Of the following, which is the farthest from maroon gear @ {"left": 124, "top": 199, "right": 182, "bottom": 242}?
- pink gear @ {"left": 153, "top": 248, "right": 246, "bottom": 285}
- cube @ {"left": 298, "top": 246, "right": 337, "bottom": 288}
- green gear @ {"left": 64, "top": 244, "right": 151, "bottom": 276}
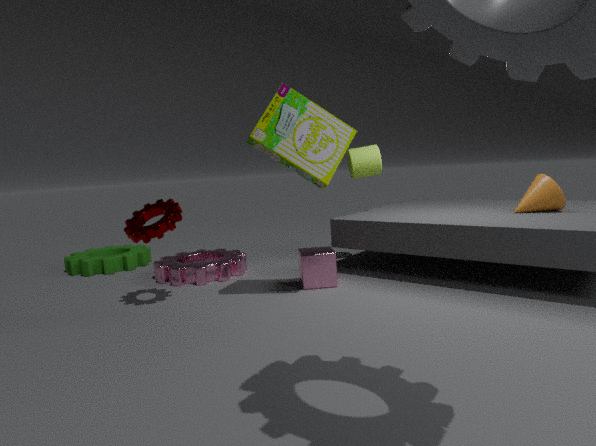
green gear @ {"left": 64, "top": 244, "right": 151, "bottom": 276}
